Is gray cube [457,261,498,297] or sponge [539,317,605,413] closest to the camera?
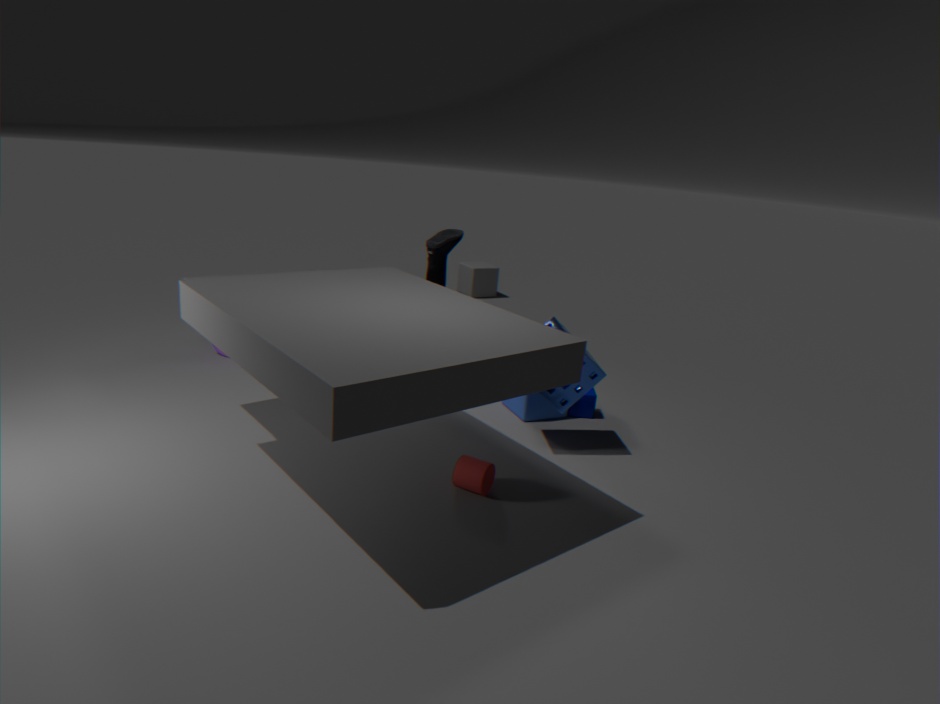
sponge [539,317,605,413]
